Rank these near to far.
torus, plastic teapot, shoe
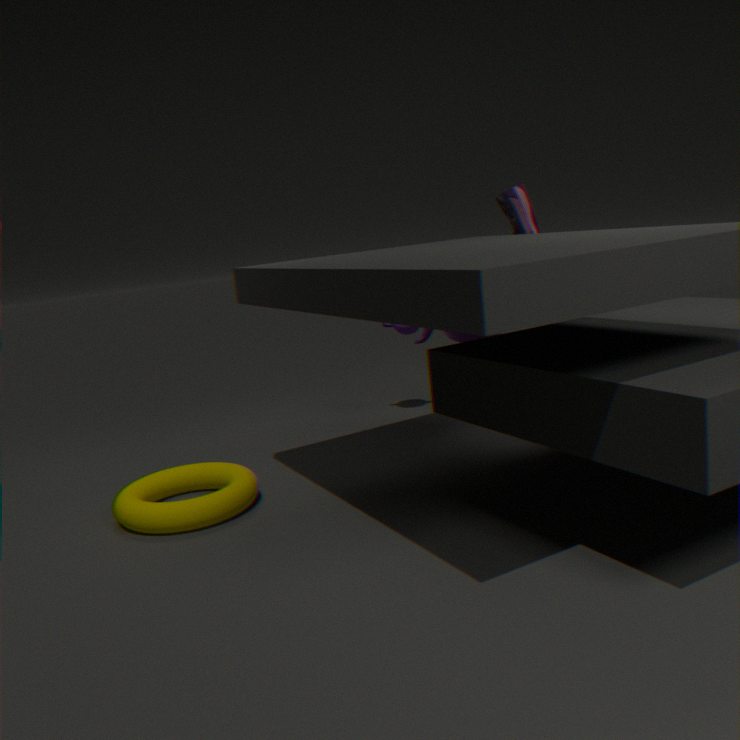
torus < plastic teapot < shoe
